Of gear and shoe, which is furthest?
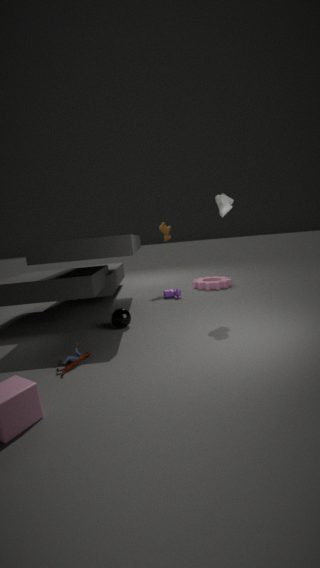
gear
